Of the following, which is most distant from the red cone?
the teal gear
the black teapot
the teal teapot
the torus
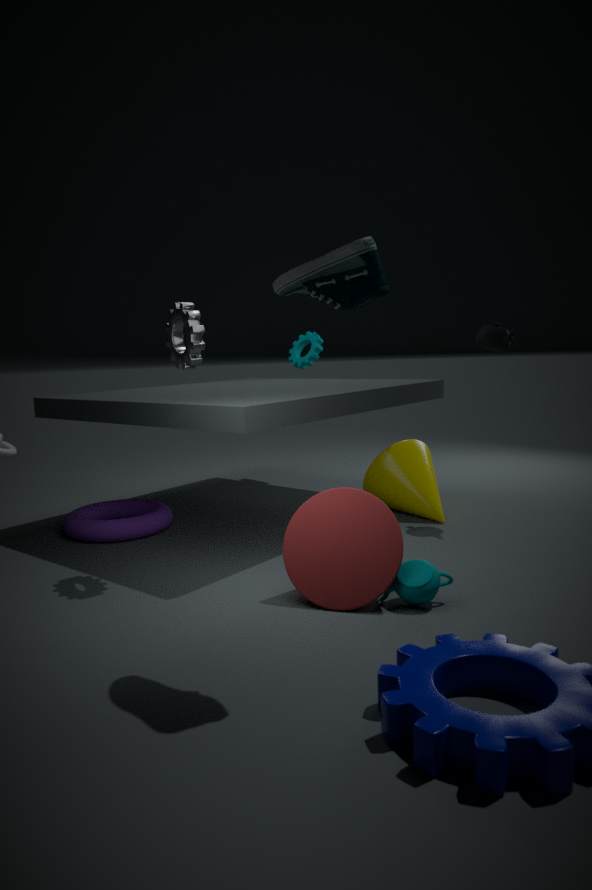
the teal gear
